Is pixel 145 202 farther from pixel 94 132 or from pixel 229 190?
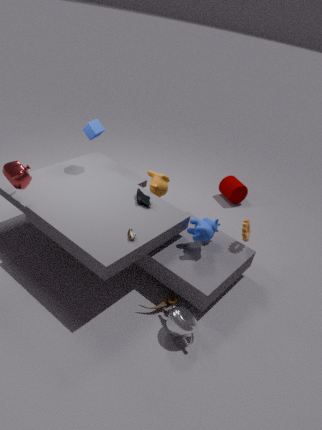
pixel 229 190
